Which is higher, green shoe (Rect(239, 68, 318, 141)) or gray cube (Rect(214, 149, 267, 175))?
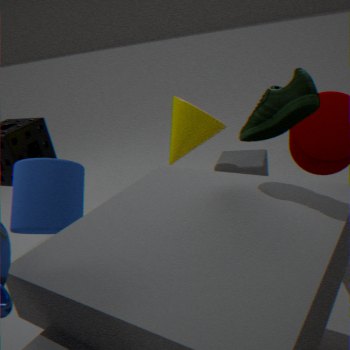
green shoe (Rect(239, 68, 318, 141))
